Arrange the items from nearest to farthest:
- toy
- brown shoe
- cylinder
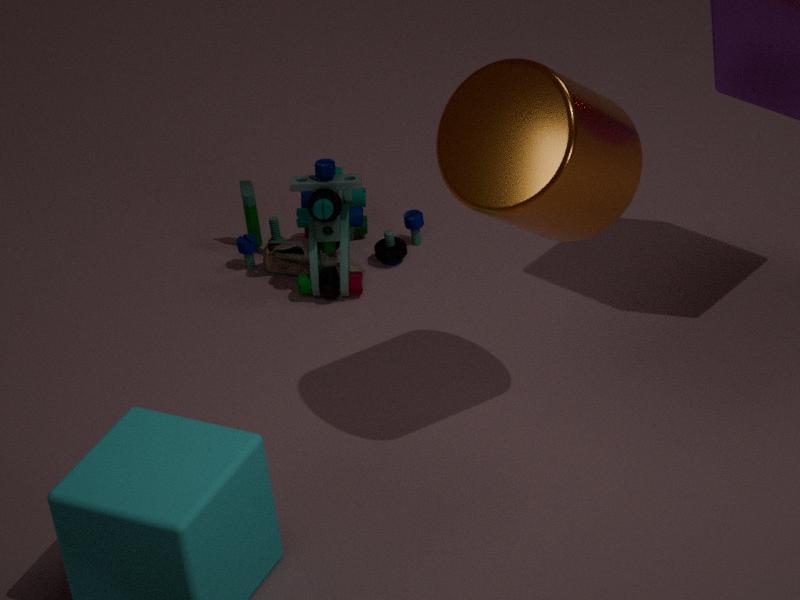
cylinder → toy → brown shoe
